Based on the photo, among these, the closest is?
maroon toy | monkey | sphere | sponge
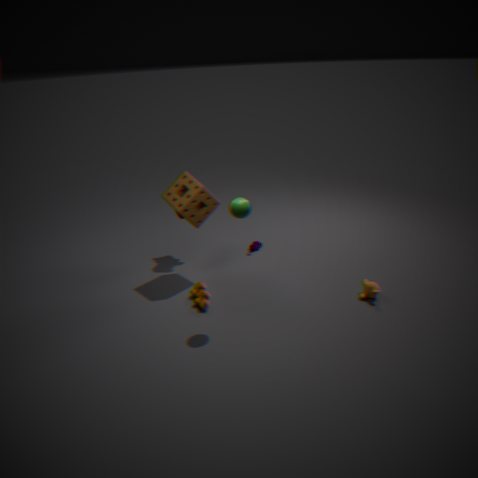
sphere
